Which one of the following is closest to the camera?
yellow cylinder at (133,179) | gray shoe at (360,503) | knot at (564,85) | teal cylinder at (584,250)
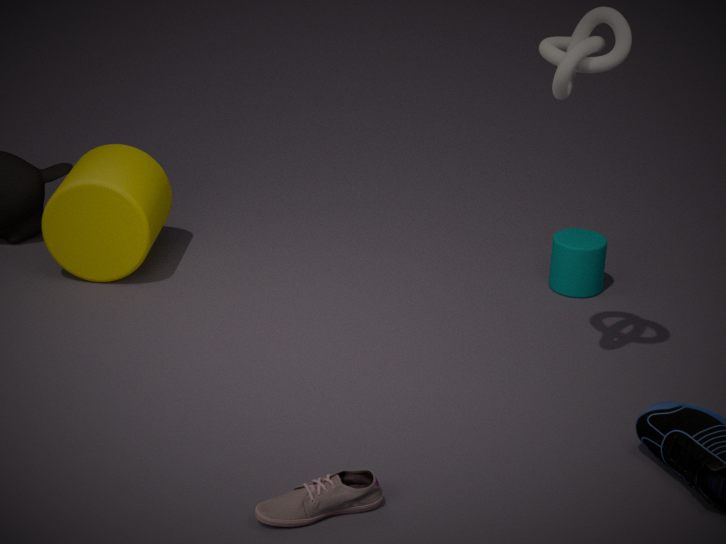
gray shoe at (360,503)
